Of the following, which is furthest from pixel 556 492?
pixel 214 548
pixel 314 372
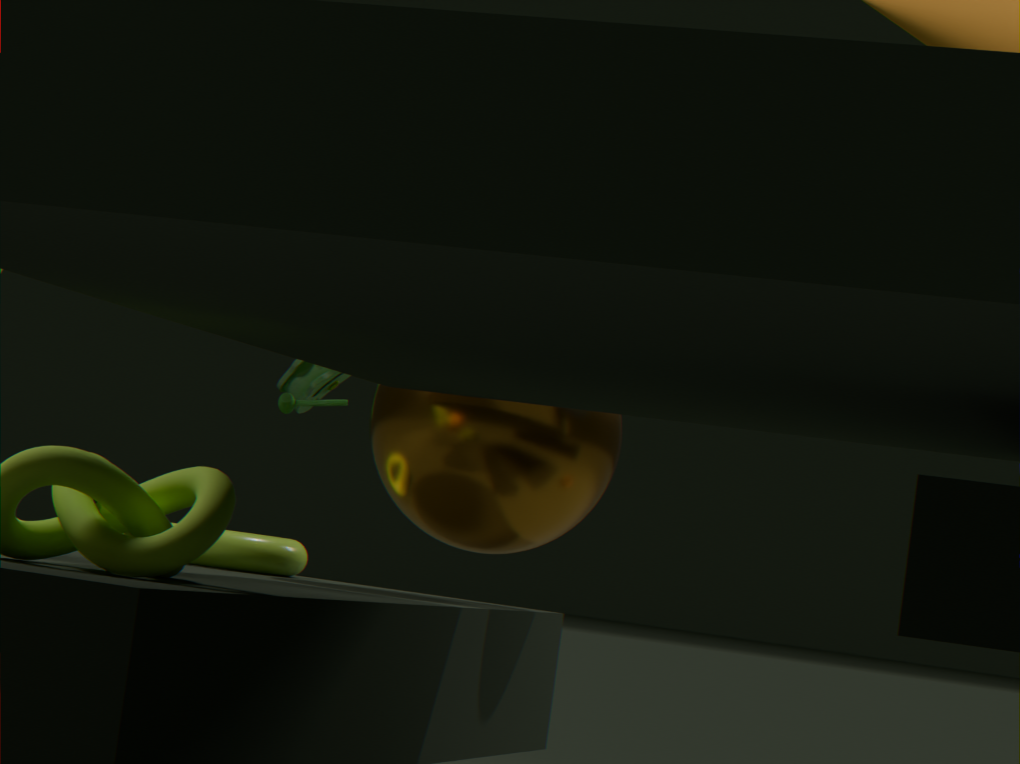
pixel 314 372
